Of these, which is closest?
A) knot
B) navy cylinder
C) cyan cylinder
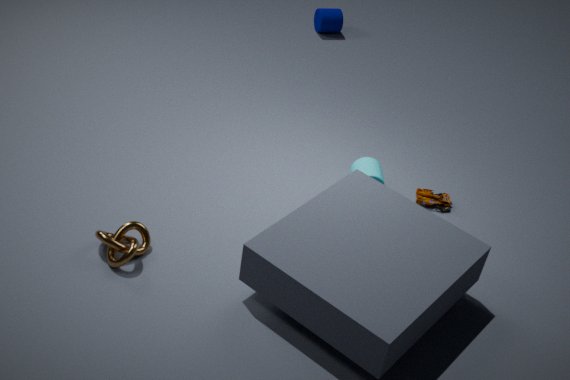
knot
